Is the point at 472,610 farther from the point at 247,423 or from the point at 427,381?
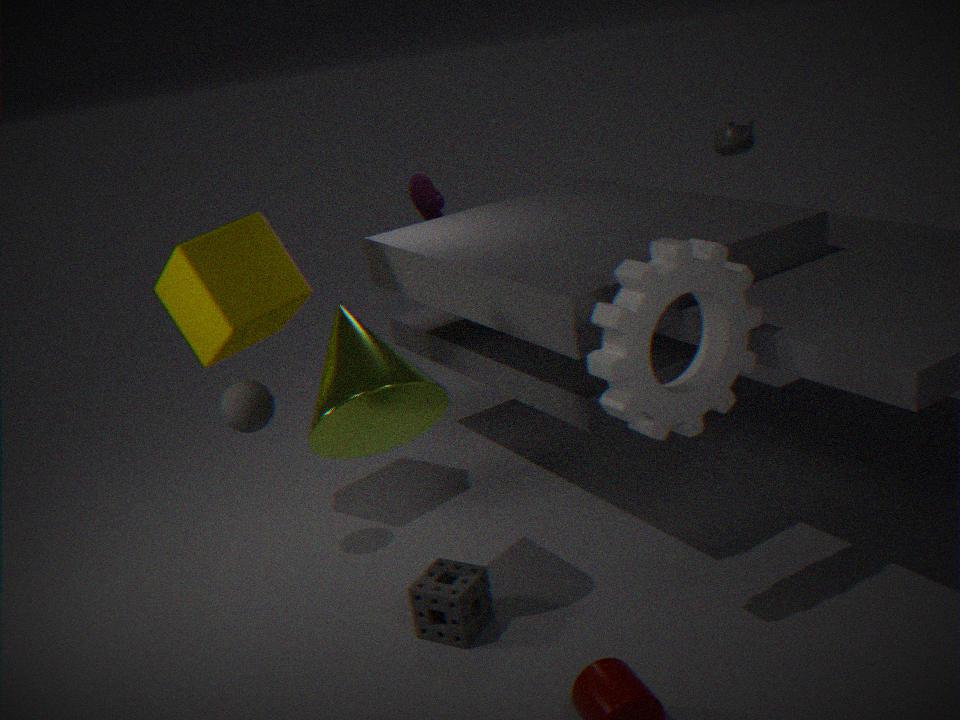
the point at 247,423
